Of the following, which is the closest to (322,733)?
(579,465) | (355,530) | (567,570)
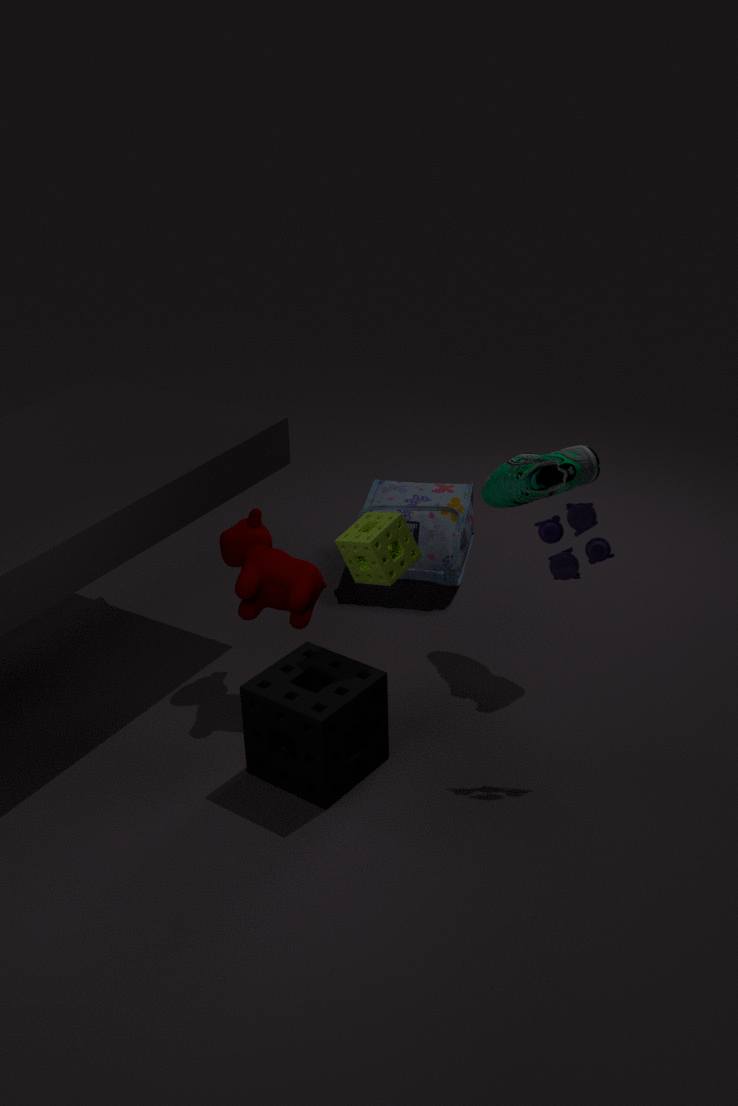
(355,530)
